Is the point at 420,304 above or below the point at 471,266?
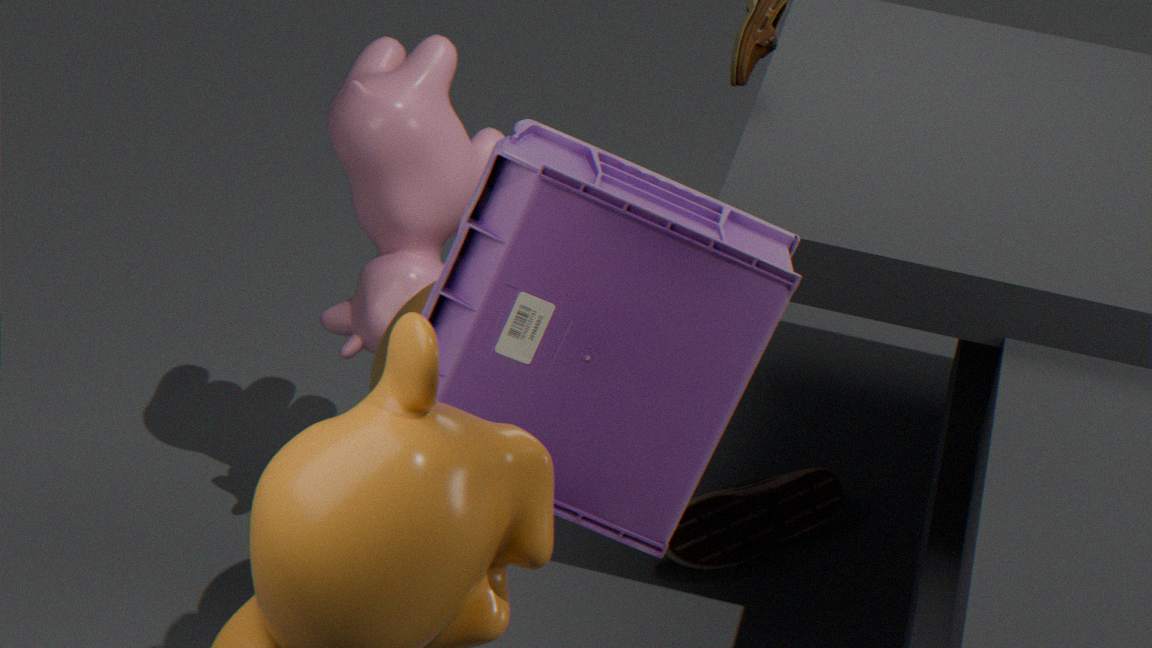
below
